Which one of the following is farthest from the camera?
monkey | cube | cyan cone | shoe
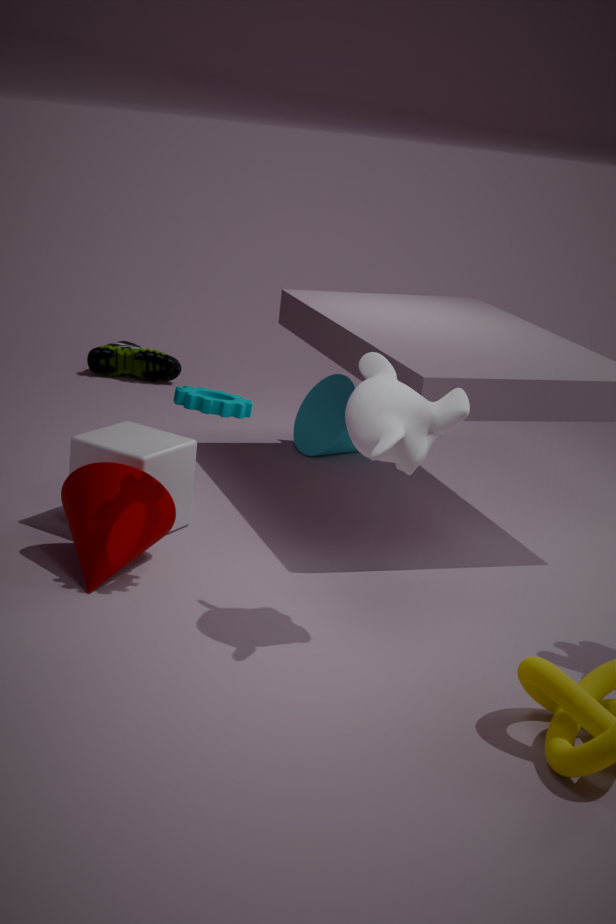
shoe
